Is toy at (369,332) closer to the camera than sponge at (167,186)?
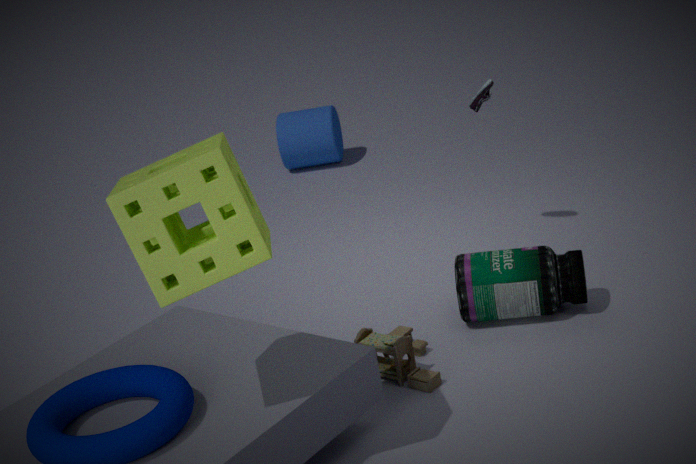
No
